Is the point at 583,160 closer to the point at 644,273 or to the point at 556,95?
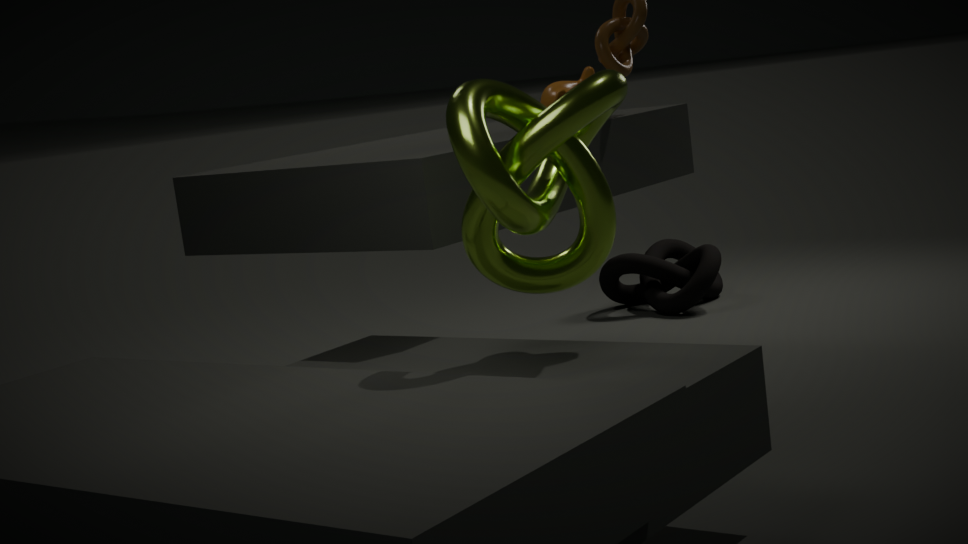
the point at 556,95
